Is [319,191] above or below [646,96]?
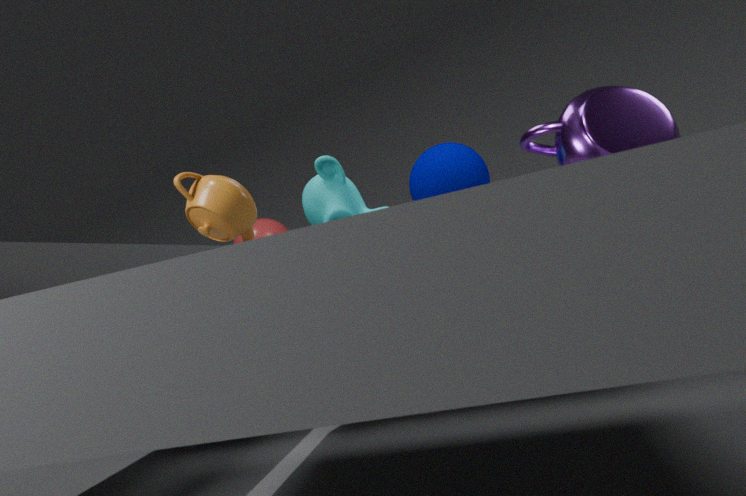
above
